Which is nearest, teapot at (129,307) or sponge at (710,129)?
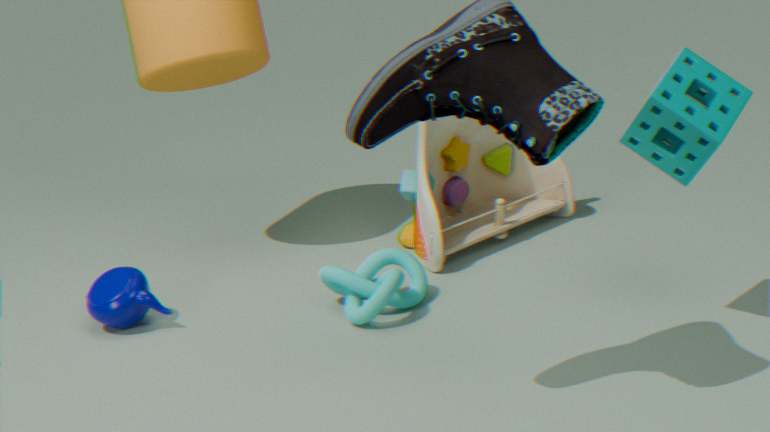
sponge at (710,129)
